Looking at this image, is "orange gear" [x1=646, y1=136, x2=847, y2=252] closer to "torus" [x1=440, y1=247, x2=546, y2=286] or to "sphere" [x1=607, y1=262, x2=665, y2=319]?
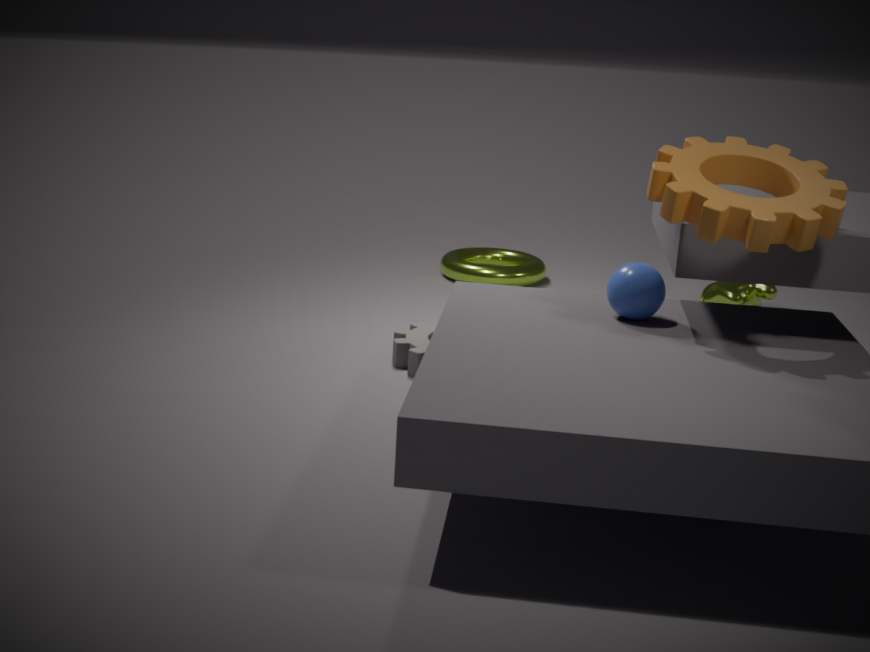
"sphere" [x1=607, y1=262, x2=665, y2=319]
